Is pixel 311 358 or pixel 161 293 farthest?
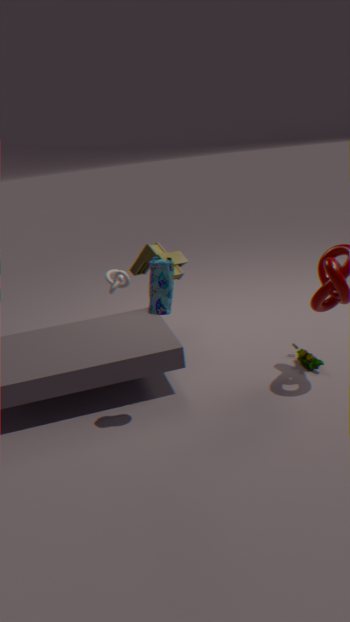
pixel 311 358
